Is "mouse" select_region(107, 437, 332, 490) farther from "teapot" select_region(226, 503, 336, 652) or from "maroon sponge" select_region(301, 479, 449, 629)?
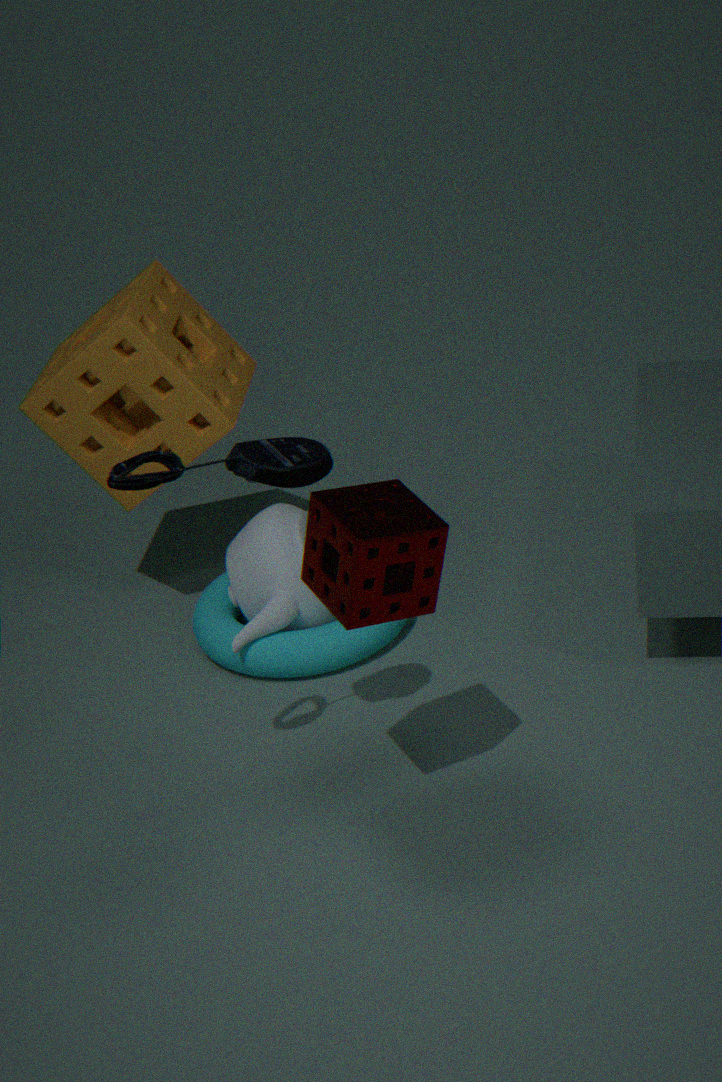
"teapot" select_region(226, 503, 336, 652)
